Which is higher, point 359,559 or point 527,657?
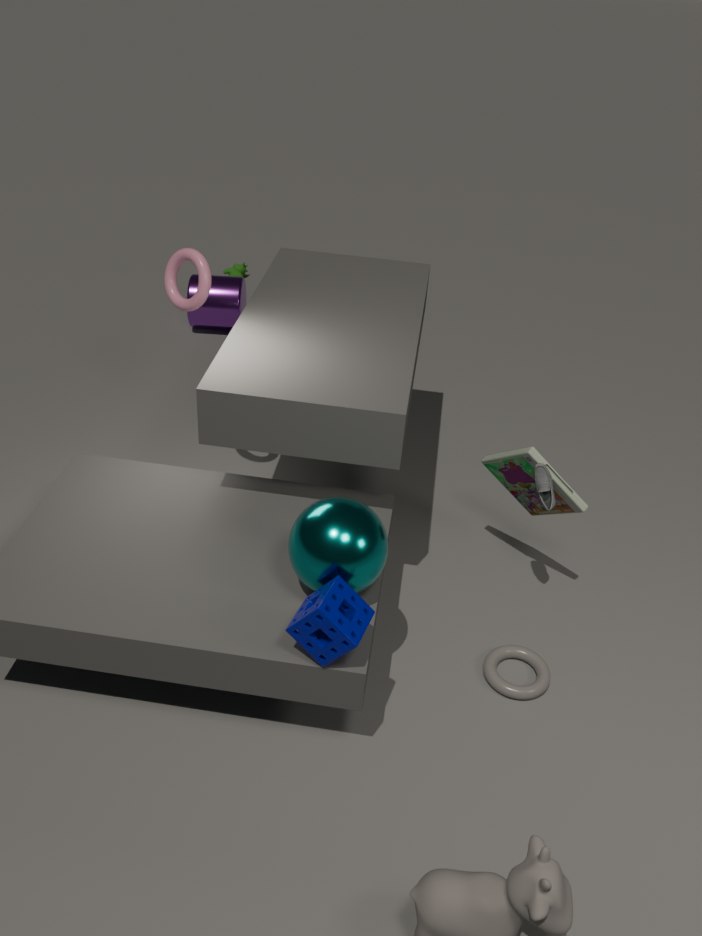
point 359,559
